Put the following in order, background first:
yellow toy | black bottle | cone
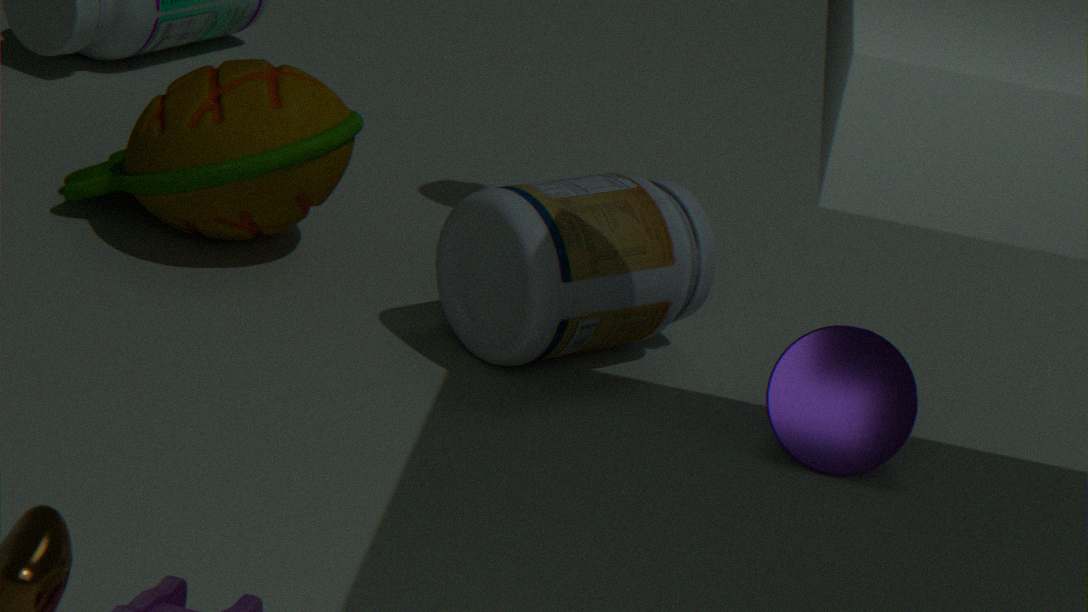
yellow toy
black bottle
cone
